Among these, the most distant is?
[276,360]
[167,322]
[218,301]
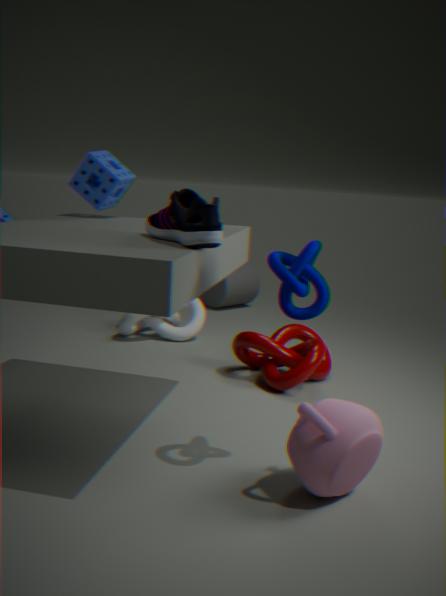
[218,301]
